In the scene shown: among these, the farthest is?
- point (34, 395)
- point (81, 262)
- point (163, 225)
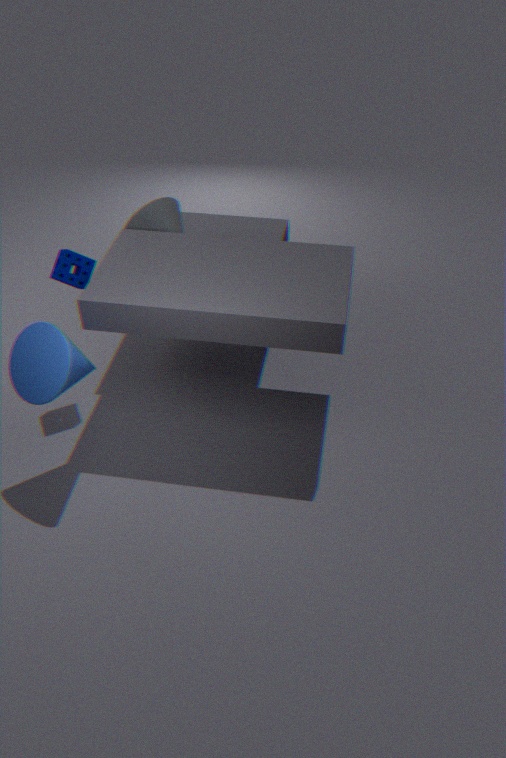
A: point (163, 225)
